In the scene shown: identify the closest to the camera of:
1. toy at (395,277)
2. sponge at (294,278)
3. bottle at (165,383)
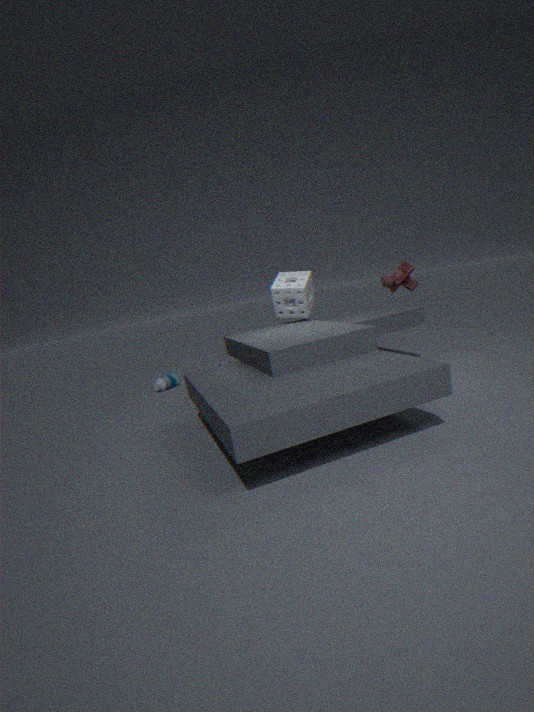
toy at (395,277)
